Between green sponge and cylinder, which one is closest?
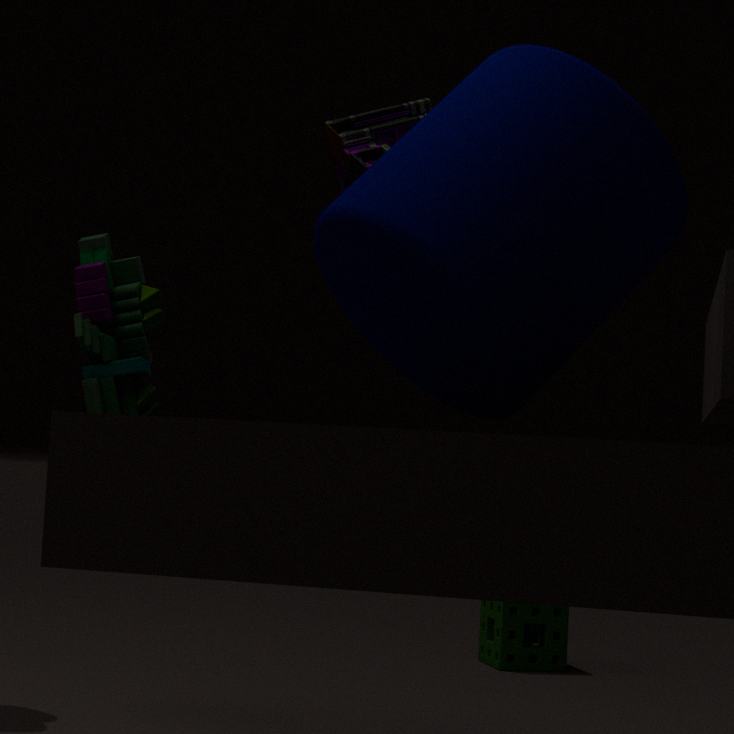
cylinder
